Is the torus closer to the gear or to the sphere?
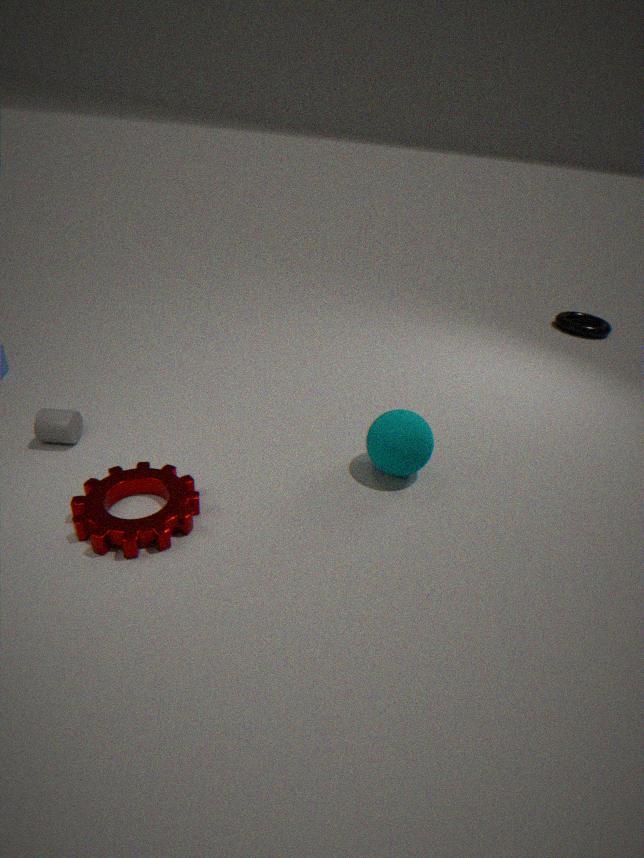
the sphere
